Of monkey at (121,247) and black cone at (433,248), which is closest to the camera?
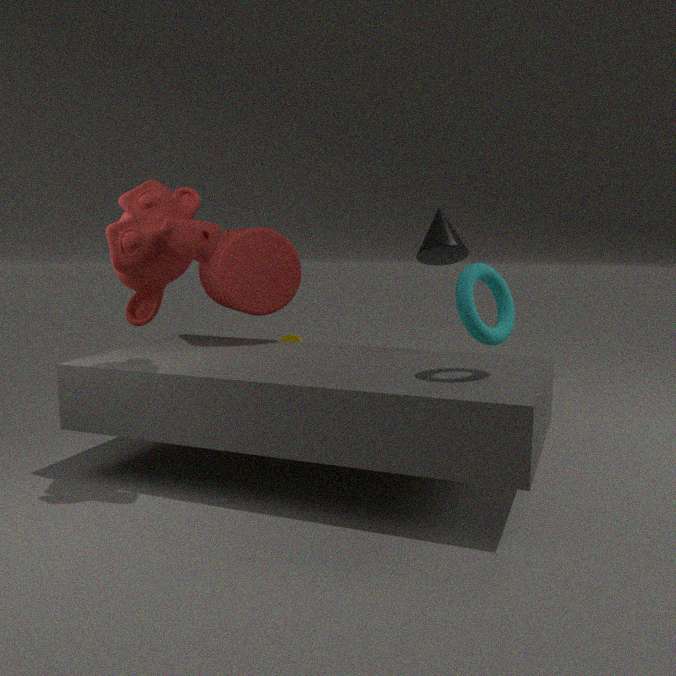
monkey at (121,247)
